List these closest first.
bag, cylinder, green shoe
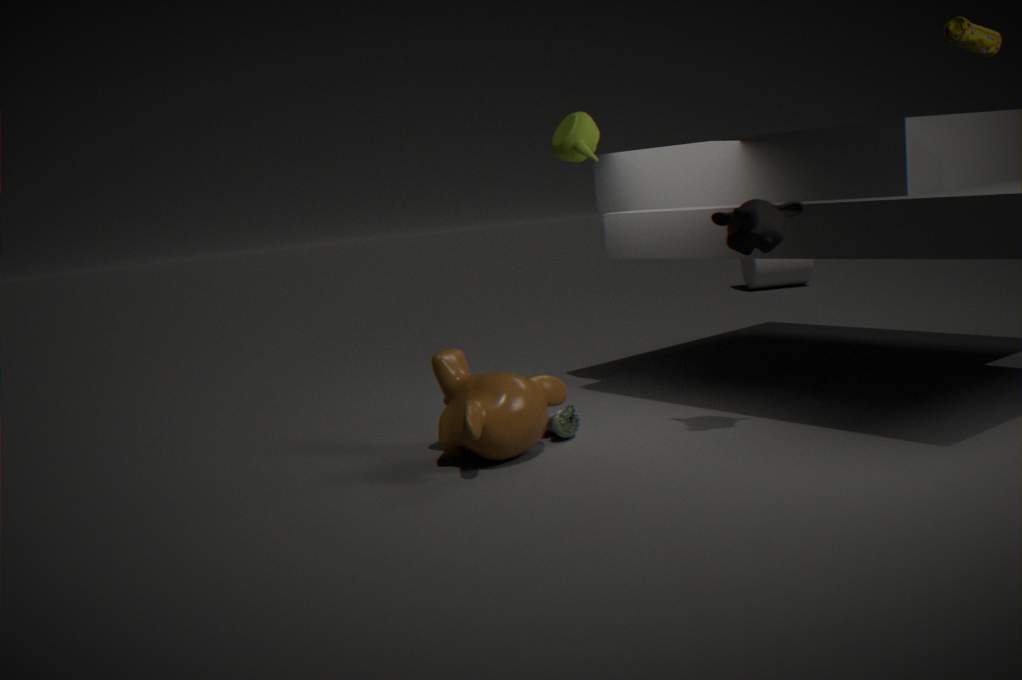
1. bag
2. green shoe
3. cylinder
